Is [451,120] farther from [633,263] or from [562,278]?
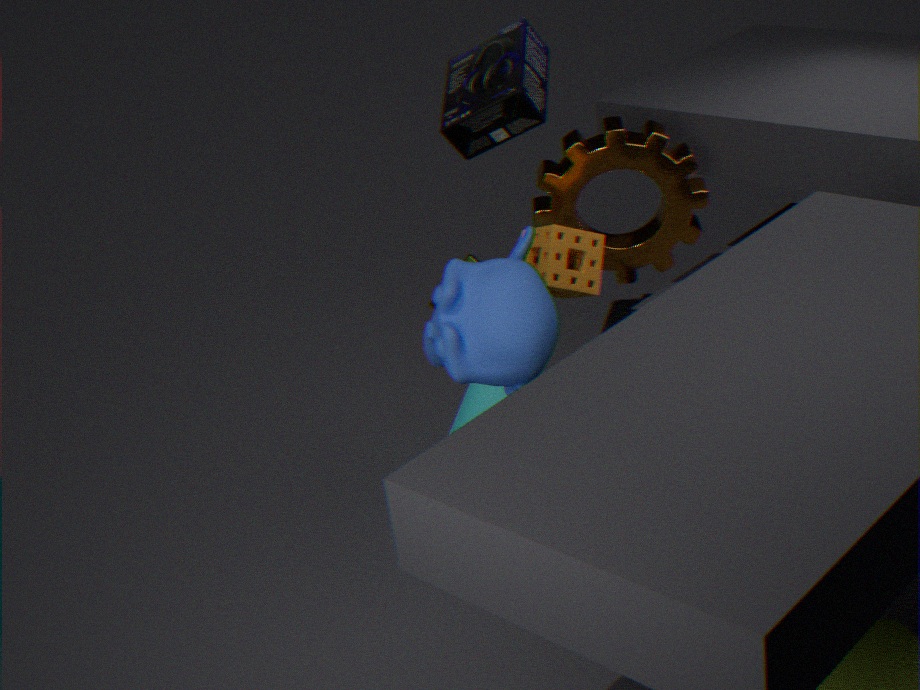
[562,278]
